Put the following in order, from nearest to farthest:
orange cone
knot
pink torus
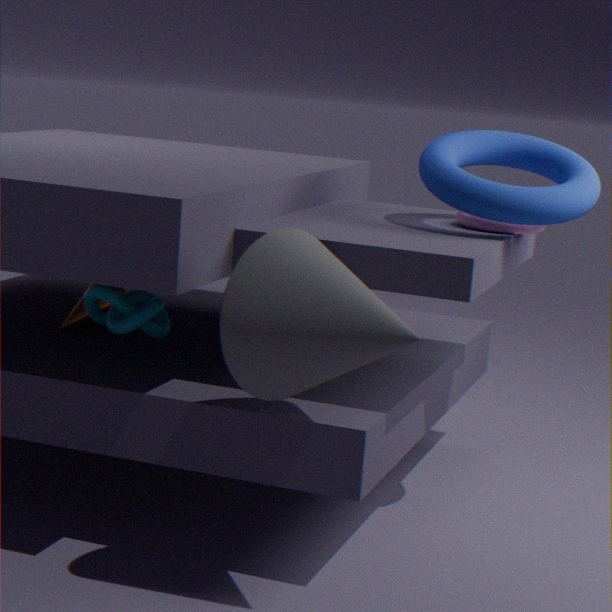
knot
pink torus
orange cone
